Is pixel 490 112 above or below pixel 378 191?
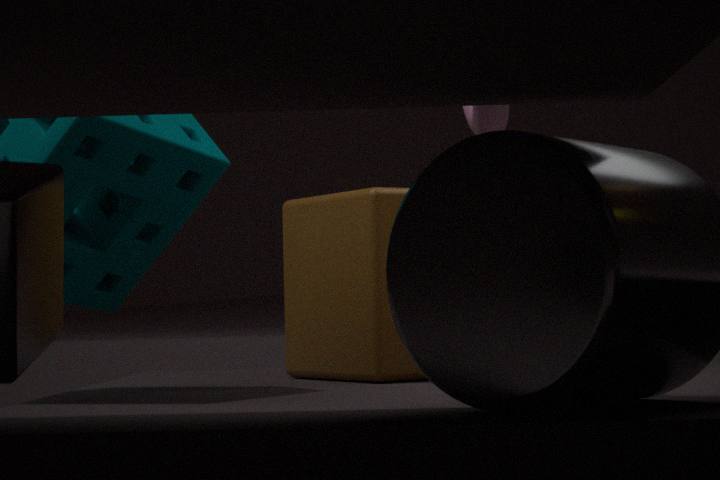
above
